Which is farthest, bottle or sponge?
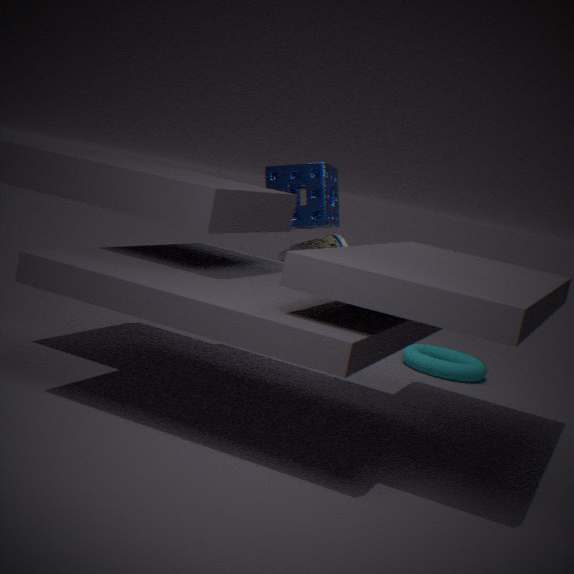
bottle
